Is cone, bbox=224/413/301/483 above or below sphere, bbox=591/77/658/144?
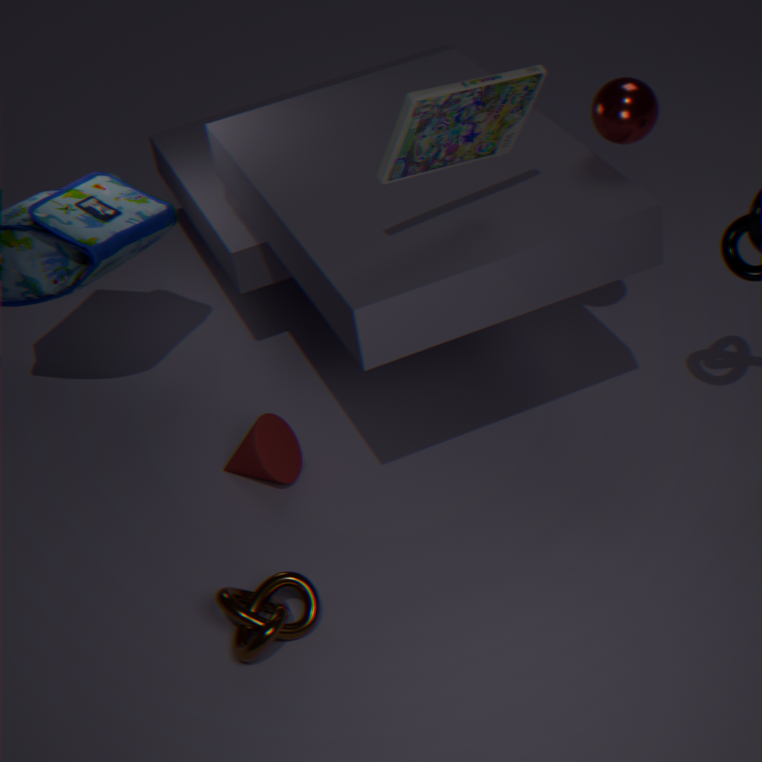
below
